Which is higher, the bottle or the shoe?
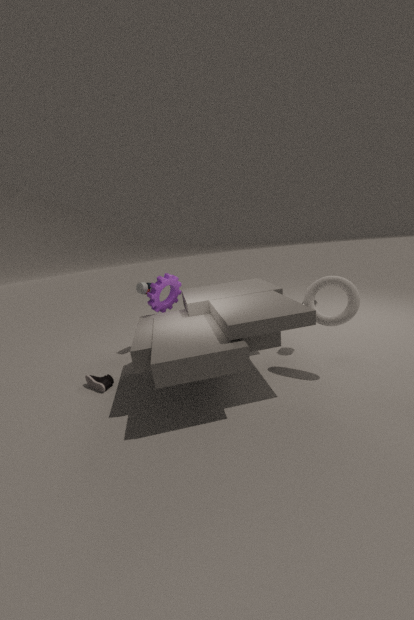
the bottle
